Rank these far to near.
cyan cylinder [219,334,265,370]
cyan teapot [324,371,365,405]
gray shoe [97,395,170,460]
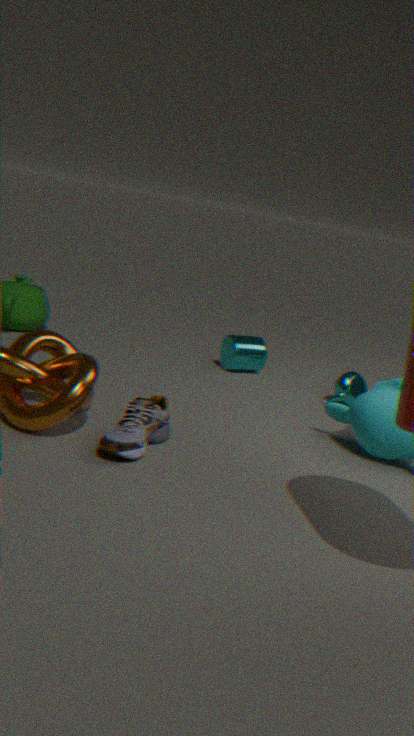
cyan cylinder [219,334,265,370]
cyan teapot [324,371,365,405]
gray shoe [97,395,170,460]
